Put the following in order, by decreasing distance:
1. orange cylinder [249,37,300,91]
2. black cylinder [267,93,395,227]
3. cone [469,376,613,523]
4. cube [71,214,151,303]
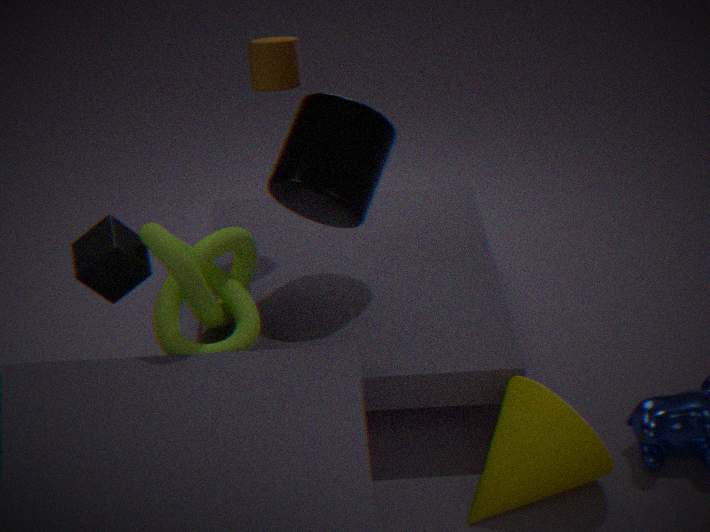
1. orange cylinder [249,37,300,91]
2. black cylinder [267,93,395,227]
3. cube [71,214,151,303]
4. cone [469,376,613,523]
